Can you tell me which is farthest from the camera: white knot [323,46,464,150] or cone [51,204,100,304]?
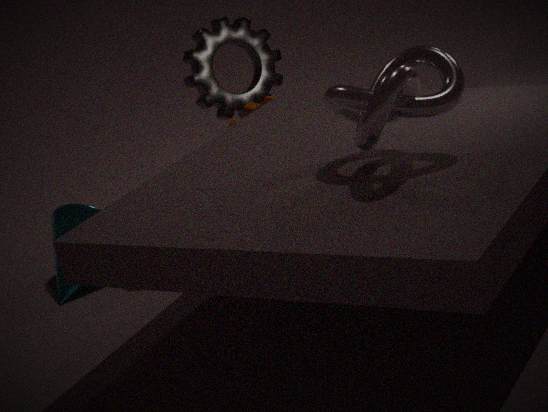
cone [51,204,100,304]
